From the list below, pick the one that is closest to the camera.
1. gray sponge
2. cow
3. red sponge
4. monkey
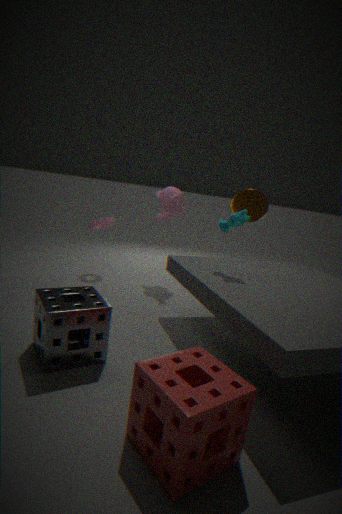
red sponge
